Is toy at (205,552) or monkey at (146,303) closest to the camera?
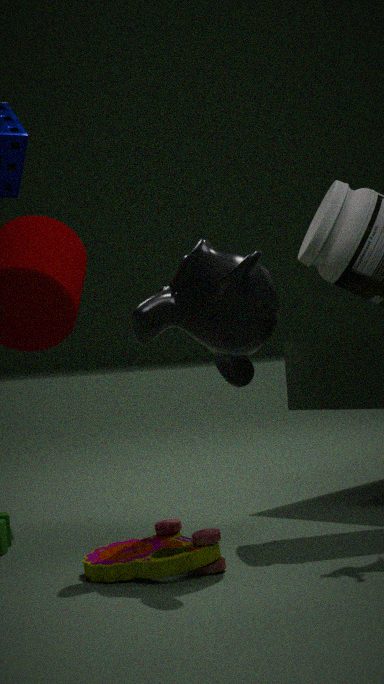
toy at (205,552)
